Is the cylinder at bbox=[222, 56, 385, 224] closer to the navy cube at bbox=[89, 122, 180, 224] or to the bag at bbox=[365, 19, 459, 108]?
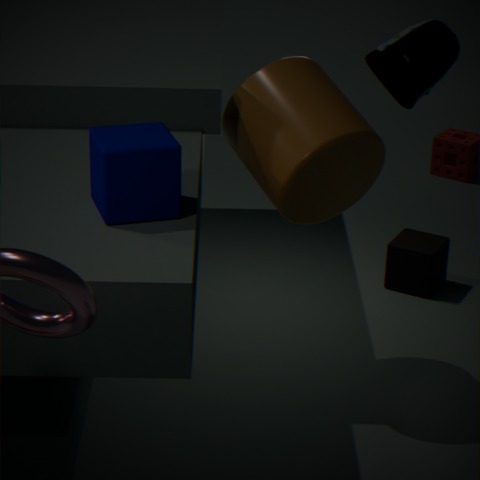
the bag at bbox=[365, 19, 459, 108]
